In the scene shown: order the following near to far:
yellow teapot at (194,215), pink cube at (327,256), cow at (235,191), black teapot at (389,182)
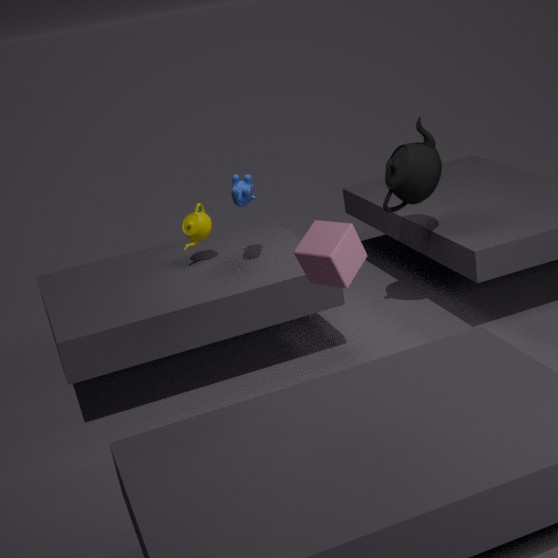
pink cube at (327,256) < cow at (235,191) < black teapot at (389,182) < yellow teapot at (194,215)
